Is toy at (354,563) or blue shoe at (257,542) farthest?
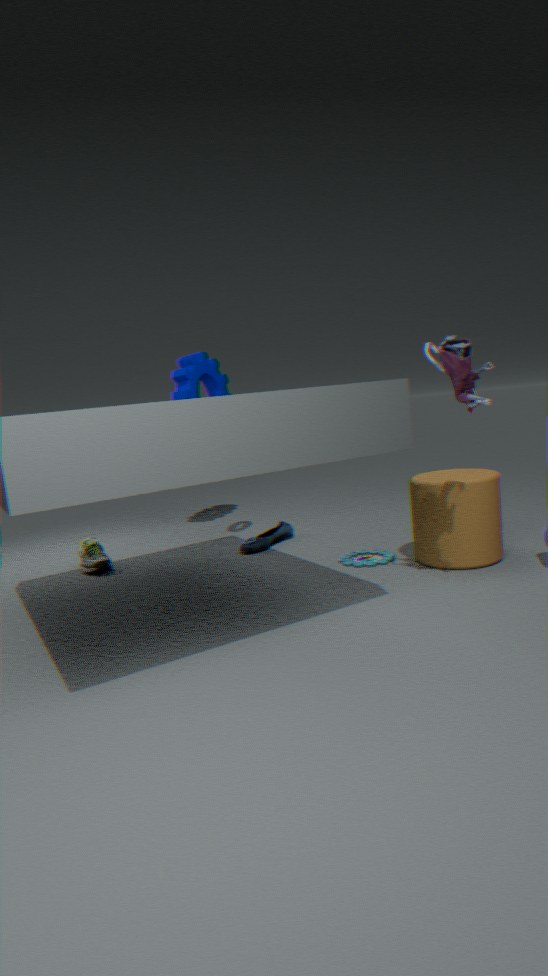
blue shoe at (257,542)
